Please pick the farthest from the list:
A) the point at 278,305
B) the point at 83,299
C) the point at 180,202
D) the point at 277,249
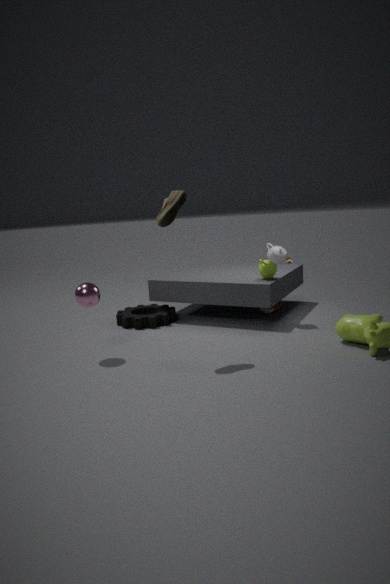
the point at 278,305
